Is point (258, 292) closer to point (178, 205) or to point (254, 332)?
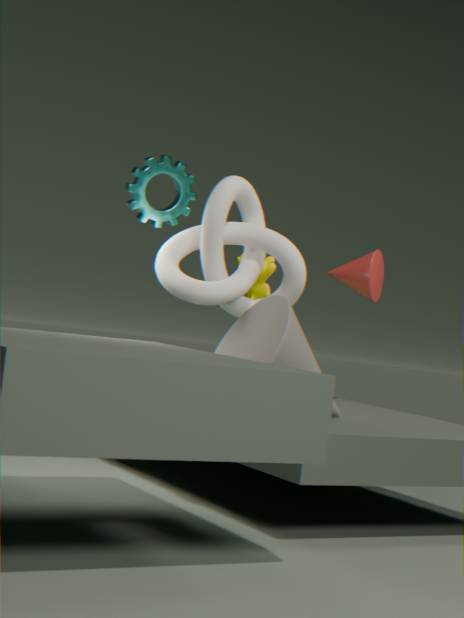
point (178, 205)
